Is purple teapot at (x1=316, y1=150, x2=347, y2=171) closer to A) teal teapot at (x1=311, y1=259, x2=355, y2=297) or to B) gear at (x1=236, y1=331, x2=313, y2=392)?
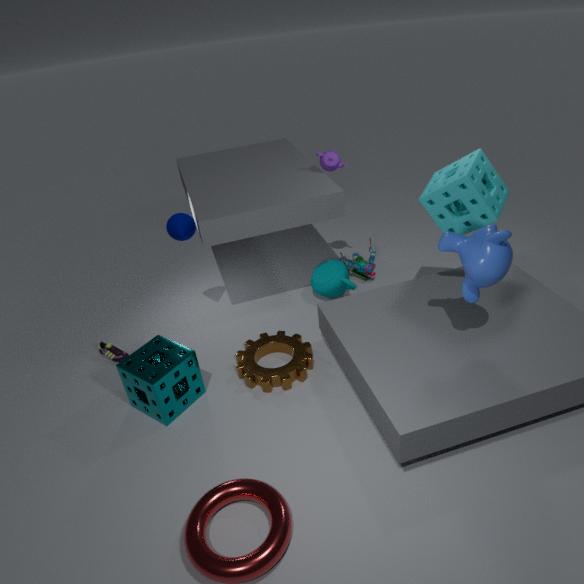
A) teal teapot at (x1=311, y1=259, x2=355, y2=297)
